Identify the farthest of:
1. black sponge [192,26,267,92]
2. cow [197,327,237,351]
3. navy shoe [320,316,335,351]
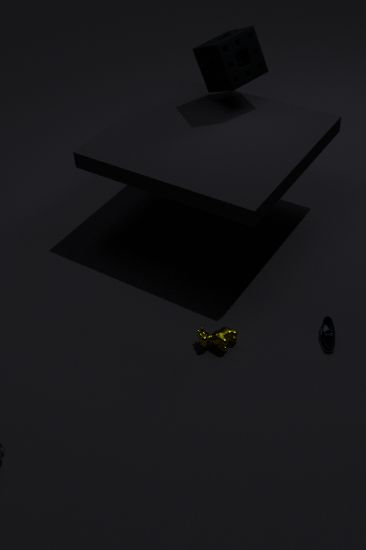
black sponge [192,26,267,92]
